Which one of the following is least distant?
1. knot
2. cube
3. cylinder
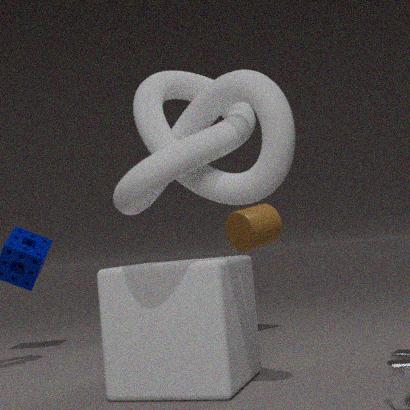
knot
